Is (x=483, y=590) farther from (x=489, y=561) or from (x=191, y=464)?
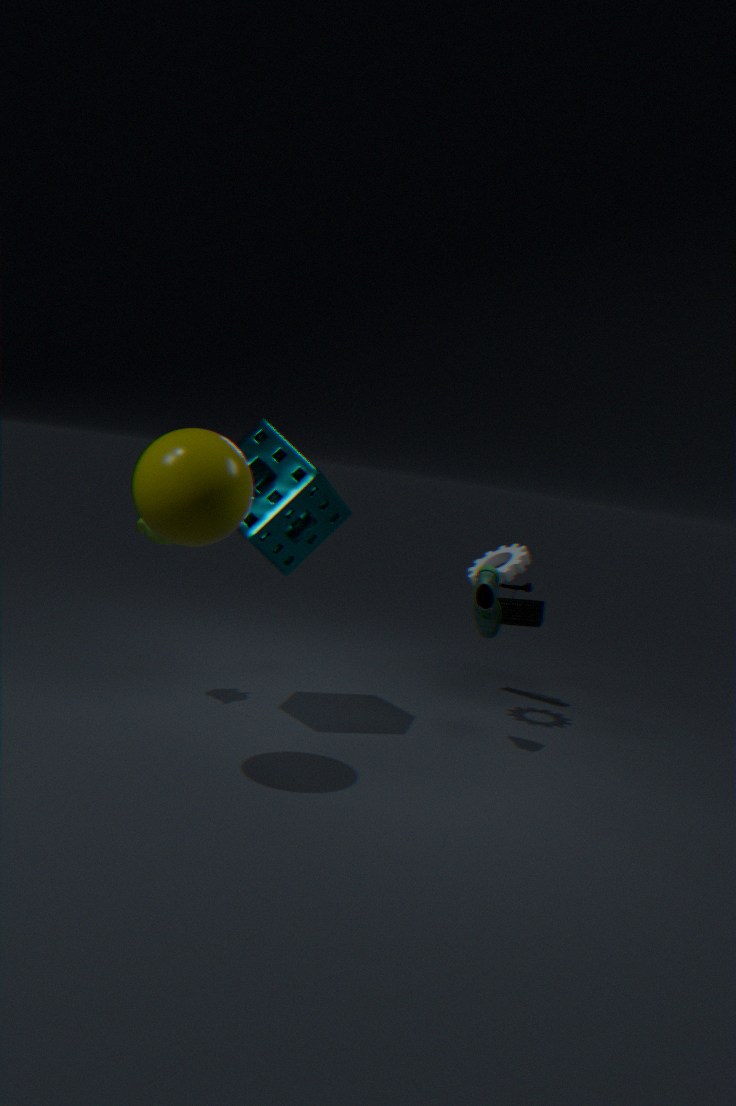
(x=191, y=464)
